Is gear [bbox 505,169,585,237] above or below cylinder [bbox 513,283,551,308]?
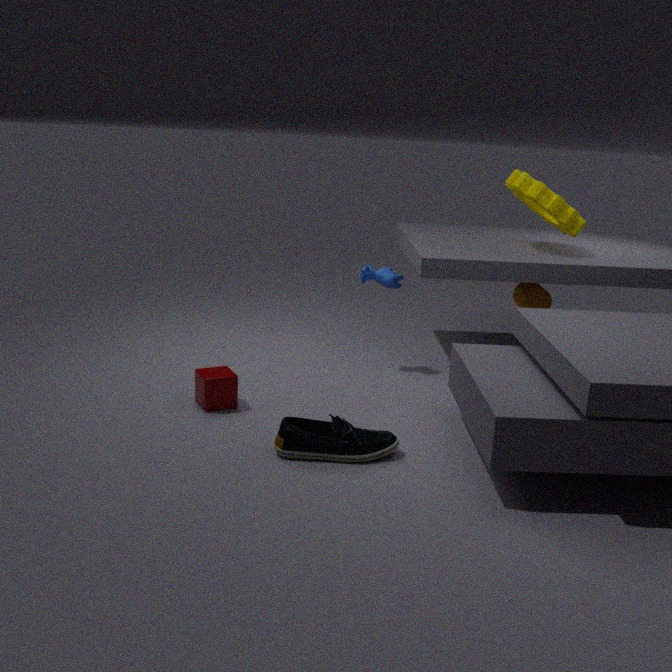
above
